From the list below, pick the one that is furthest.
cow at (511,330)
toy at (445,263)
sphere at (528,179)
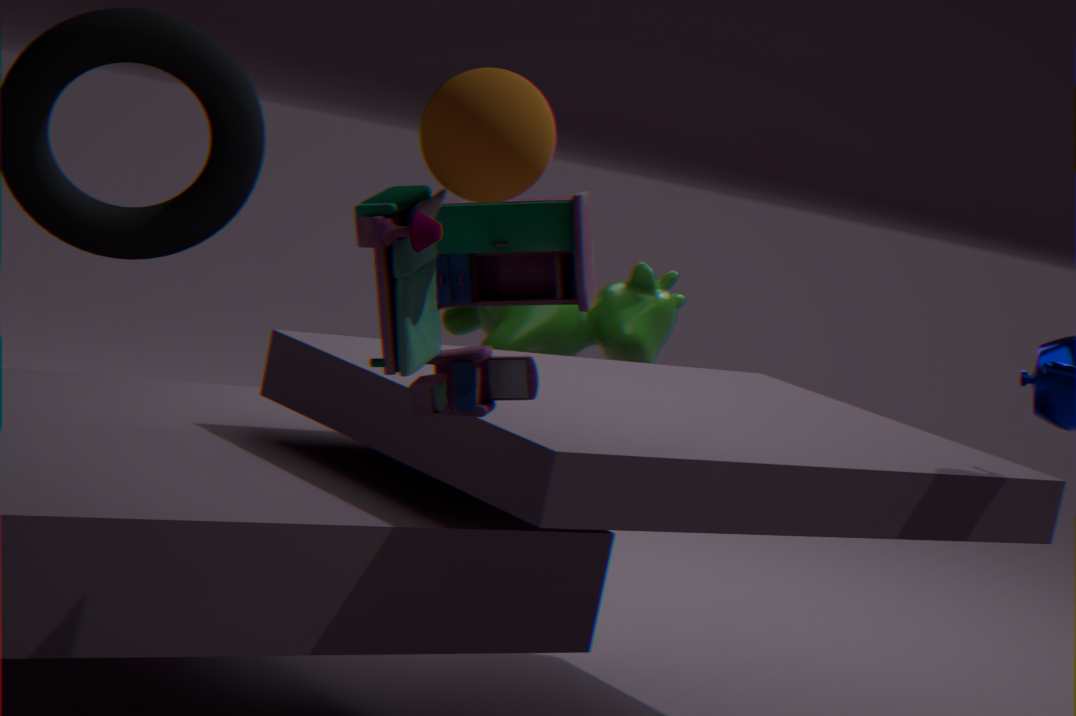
cow at (511,330)
